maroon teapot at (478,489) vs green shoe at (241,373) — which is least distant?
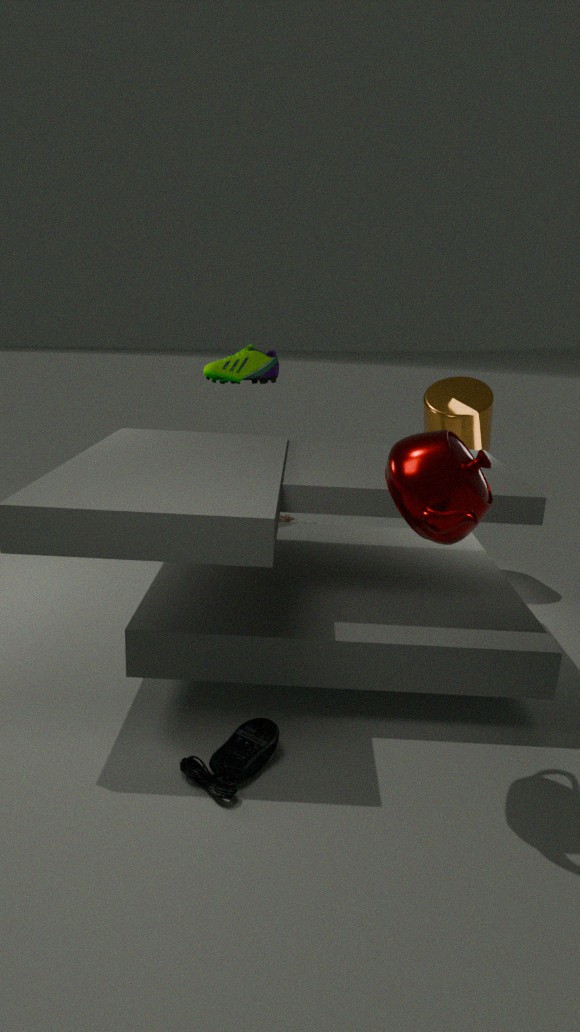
maroon teapot at (478,489)
